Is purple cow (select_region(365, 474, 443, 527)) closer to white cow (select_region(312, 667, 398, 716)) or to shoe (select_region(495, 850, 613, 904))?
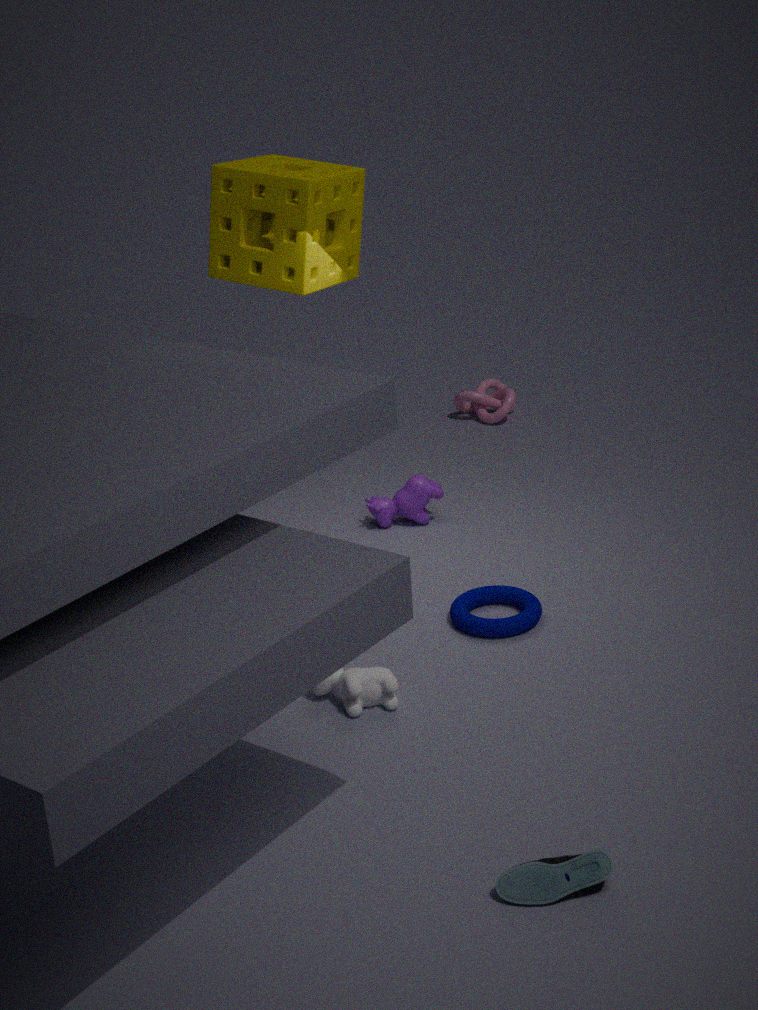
white cow (select_region(312, 667, 398, 716))
